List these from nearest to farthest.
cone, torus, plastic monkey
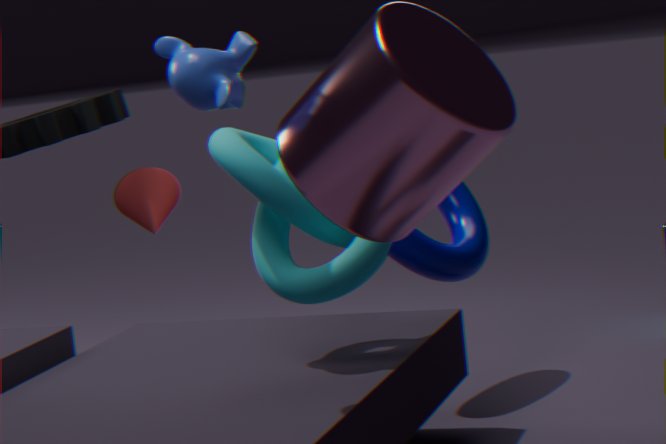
plastic monkey, torus, cone
